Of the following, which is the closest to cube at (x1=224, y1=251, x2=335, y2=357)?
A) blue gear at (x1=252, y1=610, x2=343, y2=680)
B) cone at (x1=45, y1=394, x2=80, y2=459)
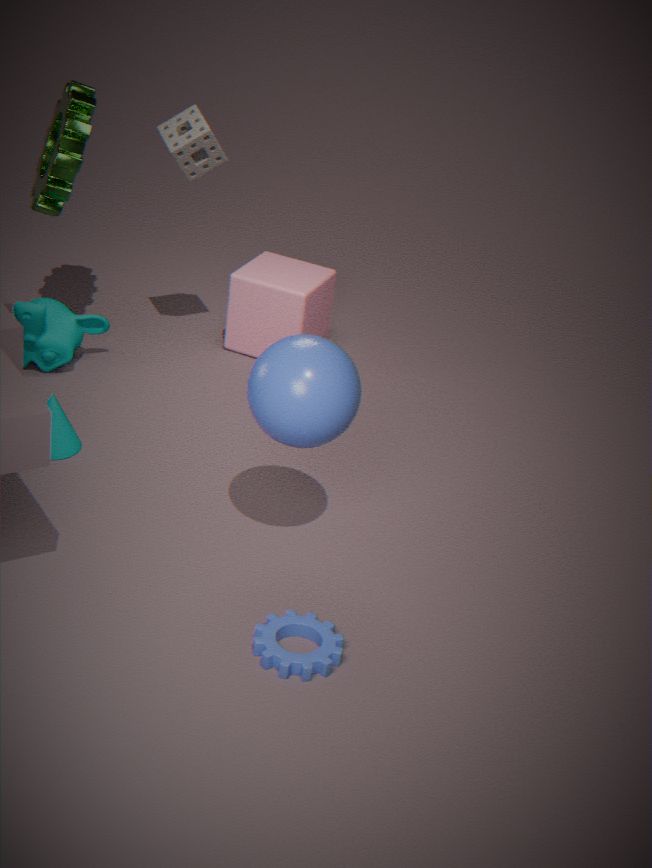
Result: cone at (x1=45, y1=394, x2=80, y2=459)
